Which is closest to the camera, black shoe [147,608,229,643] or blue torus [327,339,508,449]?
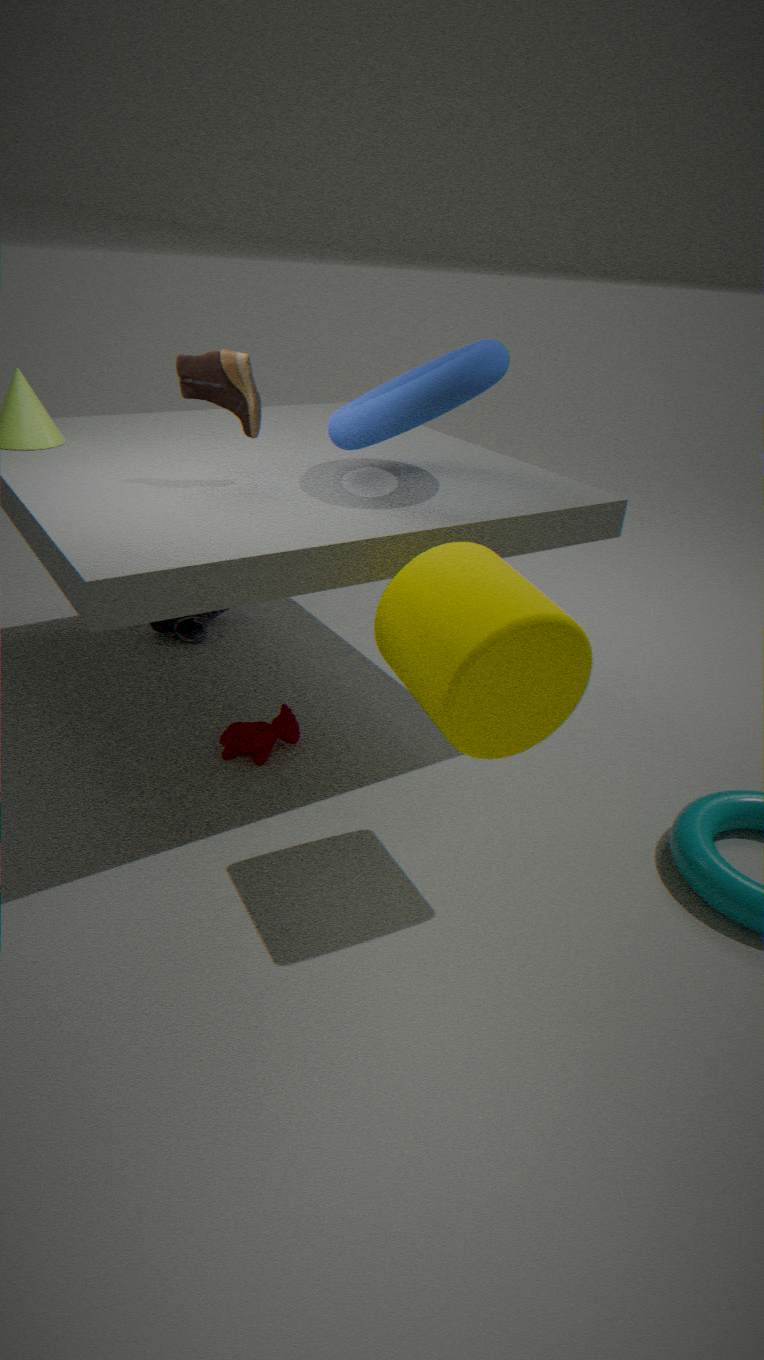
blue torus [327,339,508,449]
